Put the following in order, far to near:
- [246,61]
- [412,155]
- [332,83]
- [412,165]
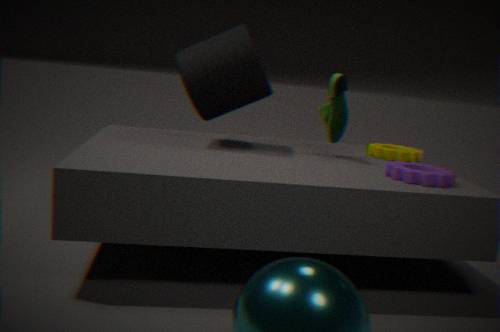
1. [412,155]
2. [332,83]
3. [246,61]
4. [412,165]
